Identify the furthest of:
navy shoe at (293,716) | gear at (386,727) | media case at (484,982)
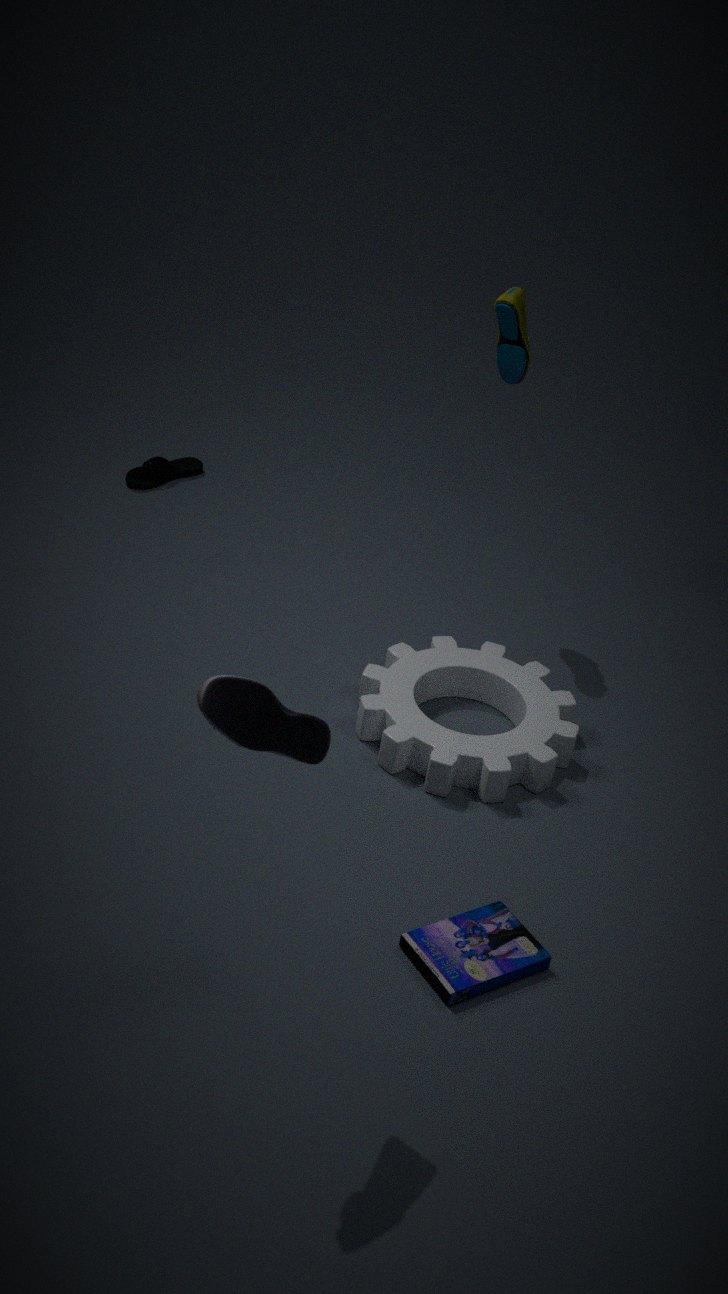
gear at (386,727)
